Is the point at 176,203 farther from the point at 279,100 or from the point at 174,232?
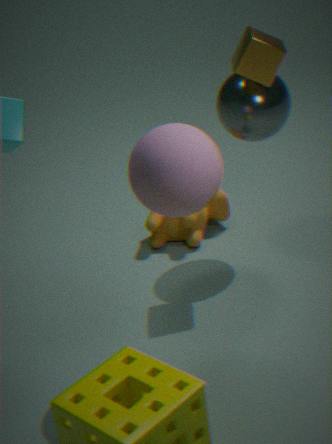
the point at 174,232
